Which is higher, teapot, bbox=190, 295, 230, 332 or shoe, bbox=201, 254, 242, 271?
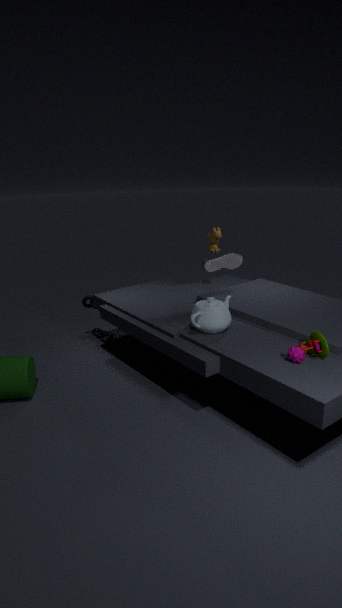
shoe, bbox=201, 254, 242, 271
